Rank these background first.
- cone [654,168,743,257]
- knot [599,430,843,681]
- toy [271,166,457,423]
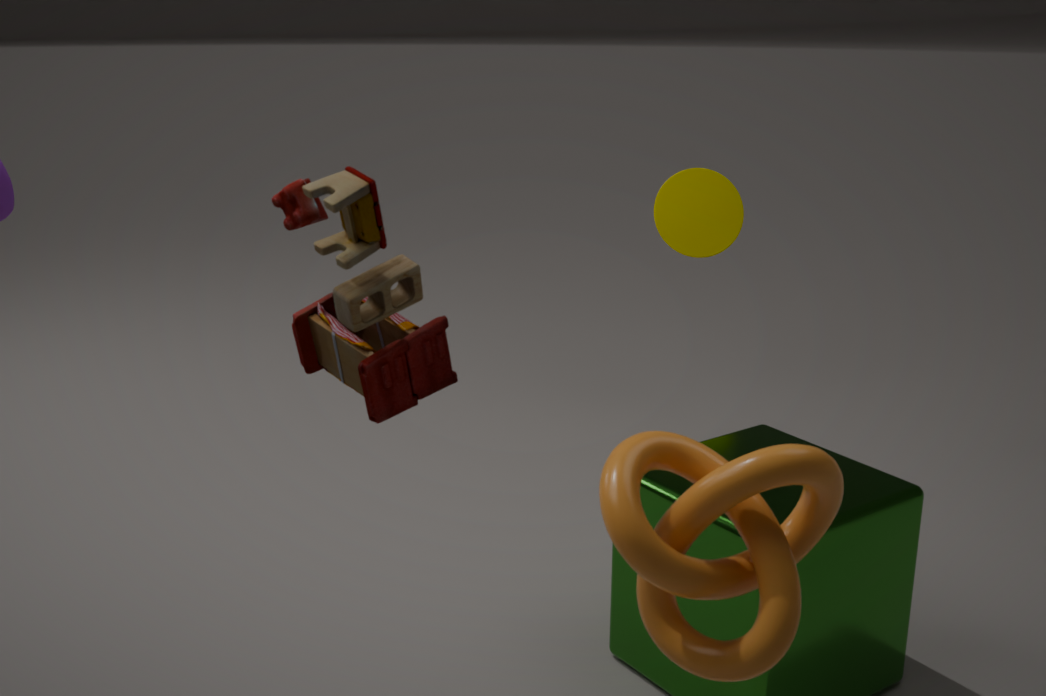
cone [654,168,743,257], toy [271,166,457,423], knot [599,430,843,681]
